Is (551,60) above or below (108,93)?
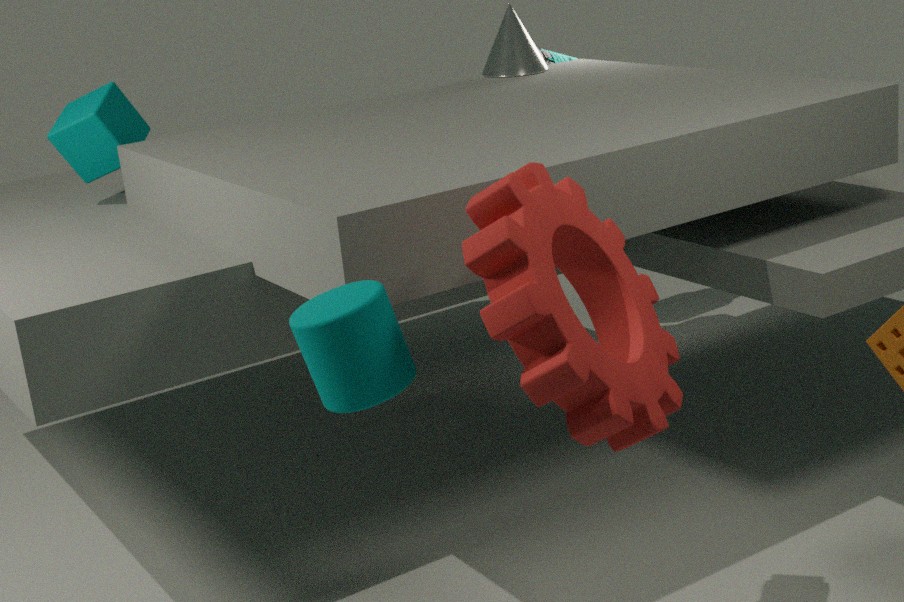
below
